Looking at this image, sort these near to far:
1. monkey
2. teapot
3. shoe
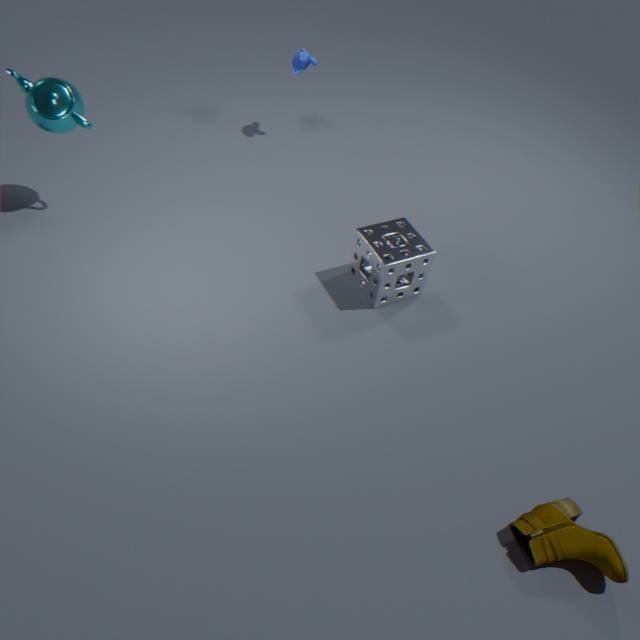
shoe → teapot → monkey
